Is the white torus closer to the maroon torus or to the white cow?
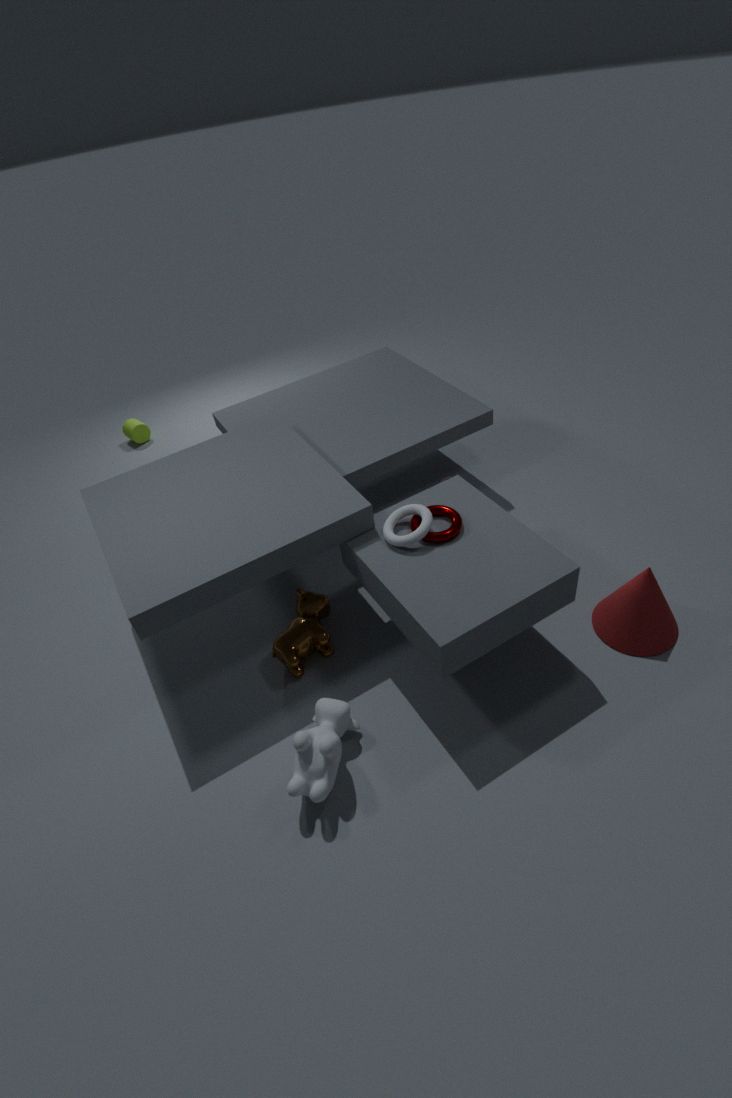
the maroon torus
